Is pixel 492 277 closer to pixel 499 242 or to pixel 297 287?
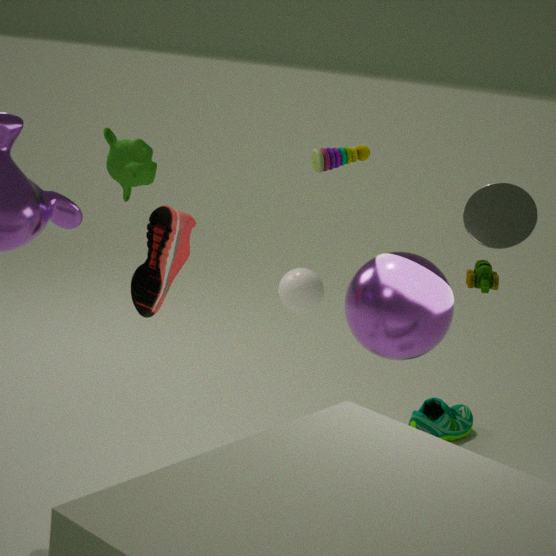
pixel 499 242
